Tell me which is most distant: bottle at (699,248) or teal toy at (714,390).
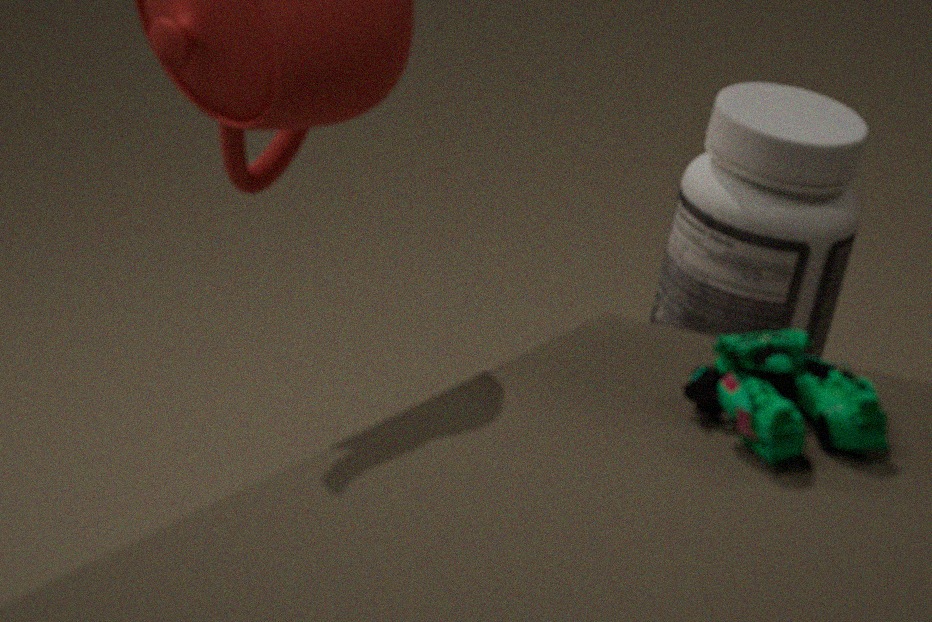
bottle at (699,248)
